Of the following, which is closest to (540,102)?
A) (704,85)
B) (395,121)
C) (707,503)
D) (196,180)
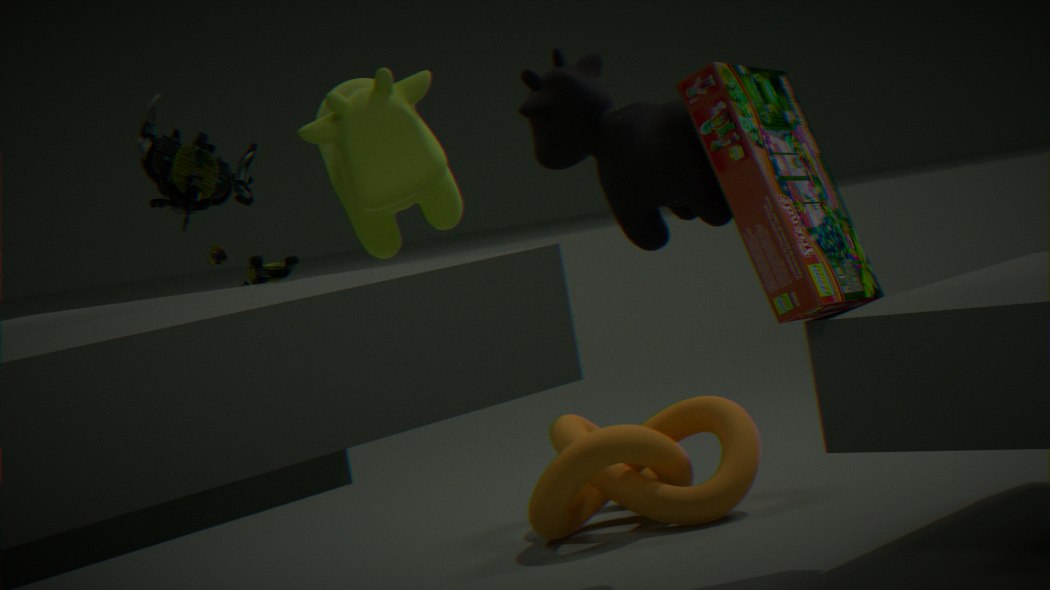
(704,85)
